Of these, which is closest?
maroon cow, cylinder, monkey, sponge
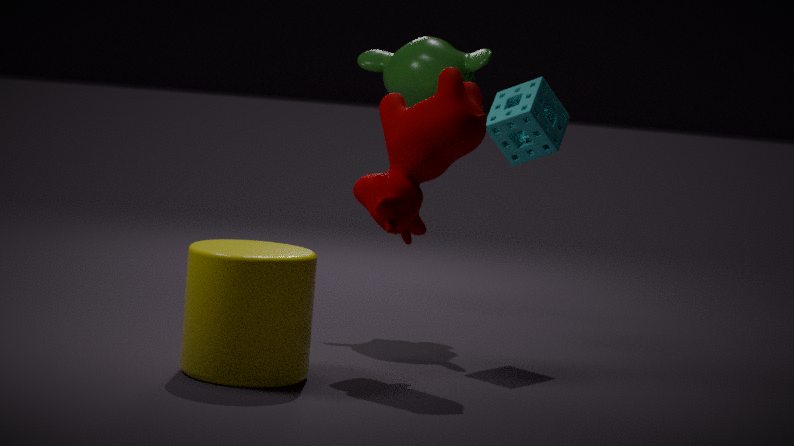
cylinder
